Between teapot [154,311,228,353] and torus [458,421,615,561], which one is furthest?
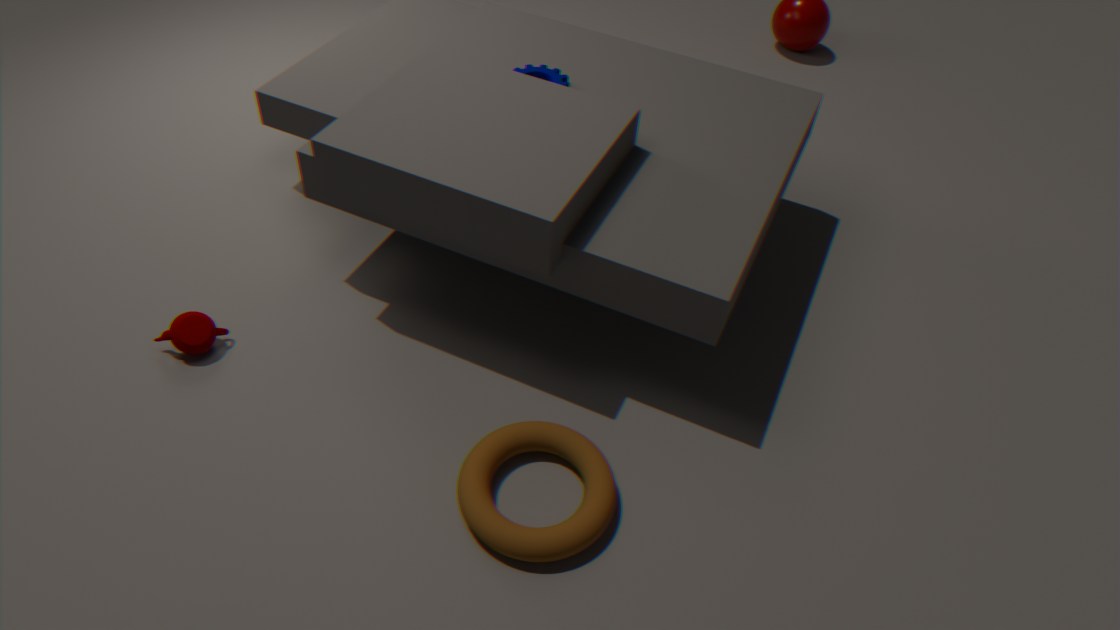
teapot [154,311,228,353]
